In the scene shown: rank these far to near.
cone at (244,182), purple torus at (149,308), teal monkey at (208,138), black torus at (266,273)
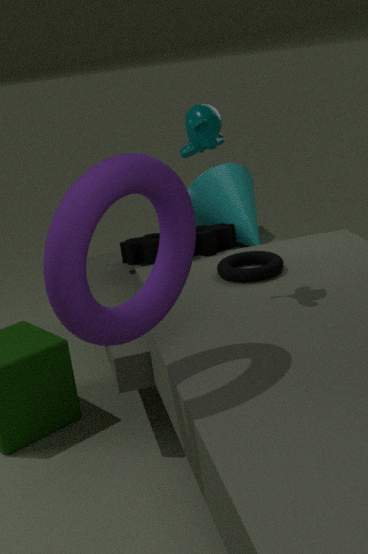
cone at (244,182) < black torus at (266,273) < teal monkey at (208,138) < purple torus at (149,308)
